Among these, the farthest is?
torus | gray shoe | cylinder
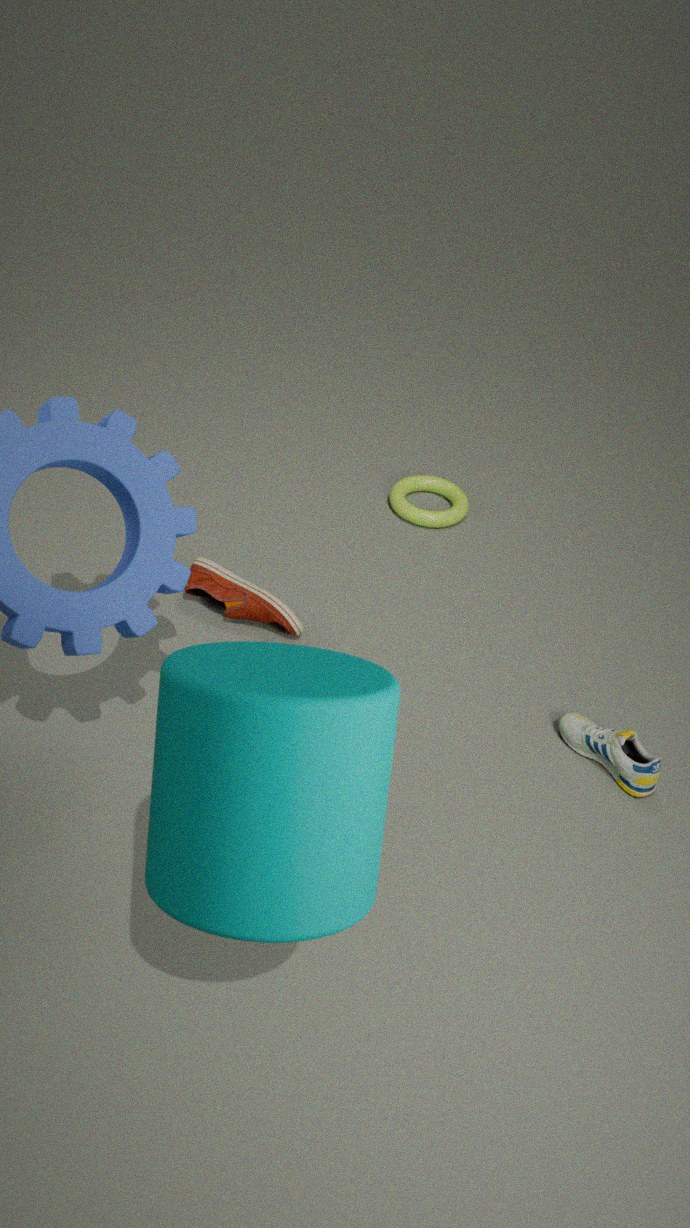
torus
